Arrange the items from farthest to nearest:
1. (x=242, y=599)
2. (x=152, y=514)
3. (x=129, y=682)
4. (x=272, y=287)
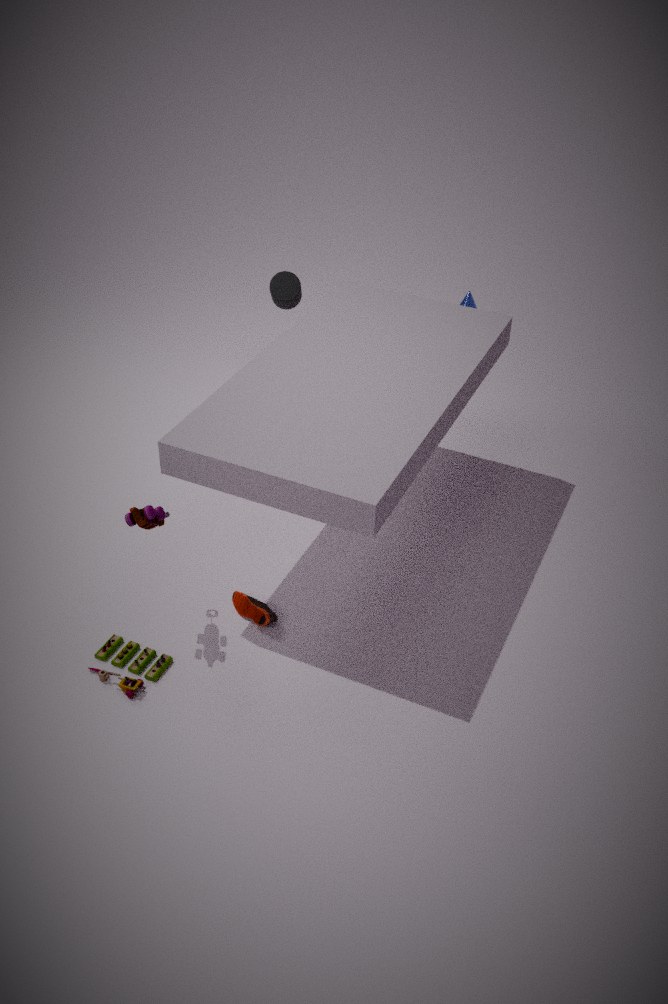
(x=272, y=287), (x=242, y=599), (x=152, y=514), (x=129, y=682)
